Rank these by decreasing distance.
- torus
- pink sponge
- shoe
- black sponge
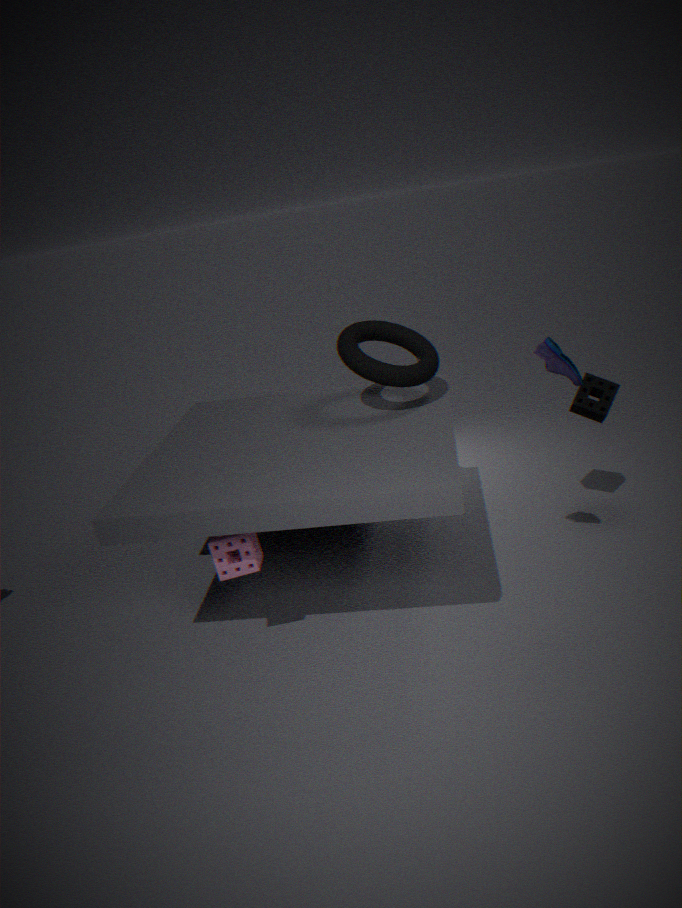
black sponge < torus < pink sponge < shoe
